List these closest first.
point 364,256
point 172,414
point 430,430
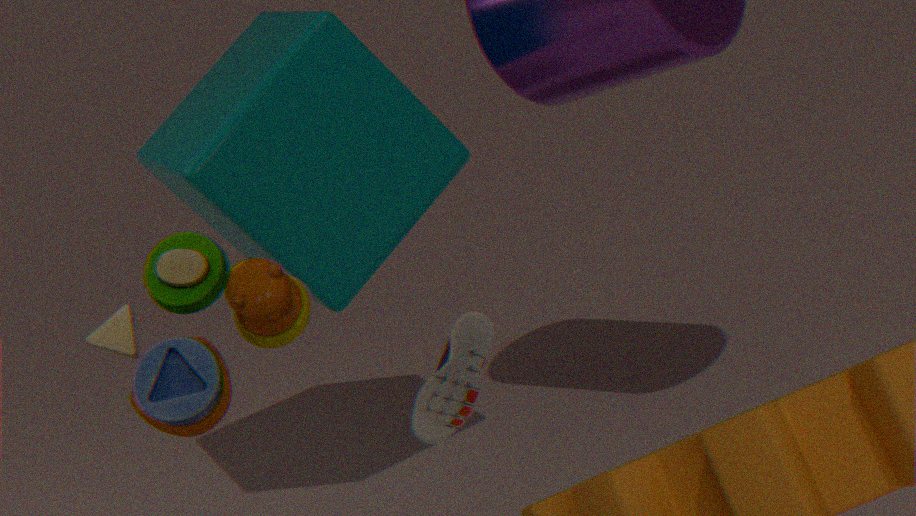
point 430,430 → point 172,414 → point 364,256
